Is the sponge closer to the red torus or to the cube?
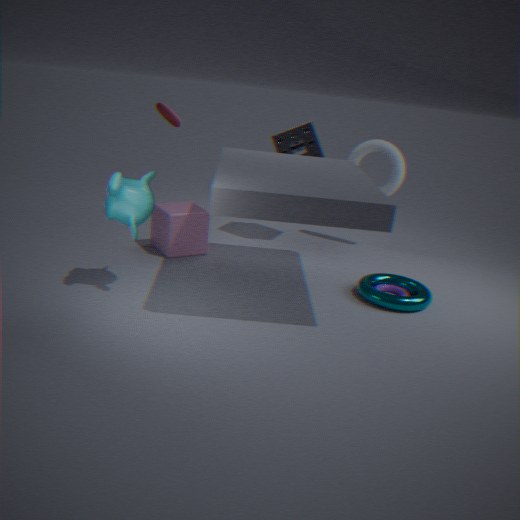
the cube
